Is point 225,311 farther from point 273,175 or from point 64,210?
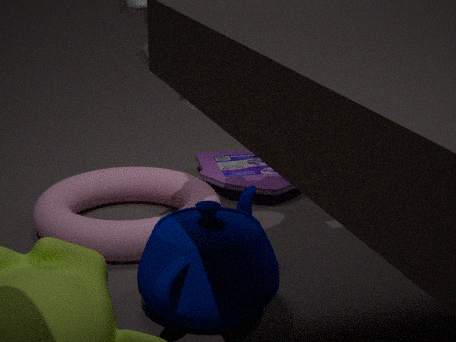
point 273,175
